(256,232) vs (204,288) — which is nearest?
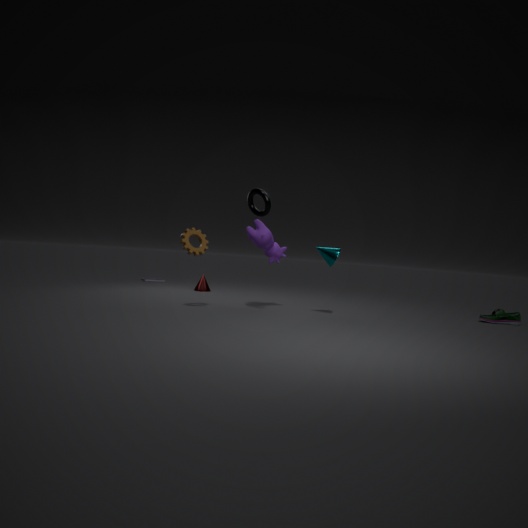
(256,232)
